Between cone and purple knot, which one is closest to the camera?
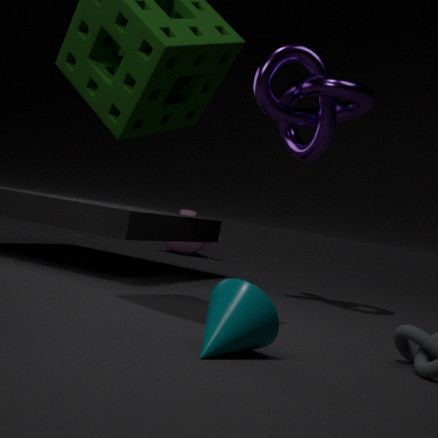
cone
